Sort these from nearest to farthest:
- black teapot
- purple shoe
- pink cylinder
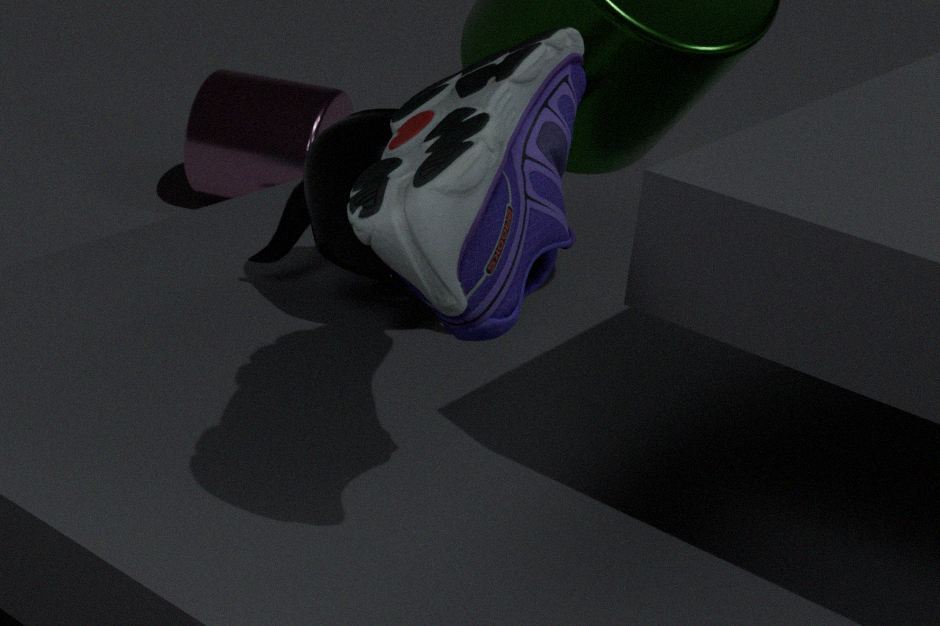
purple shoe, black teapot, pink cylinder
